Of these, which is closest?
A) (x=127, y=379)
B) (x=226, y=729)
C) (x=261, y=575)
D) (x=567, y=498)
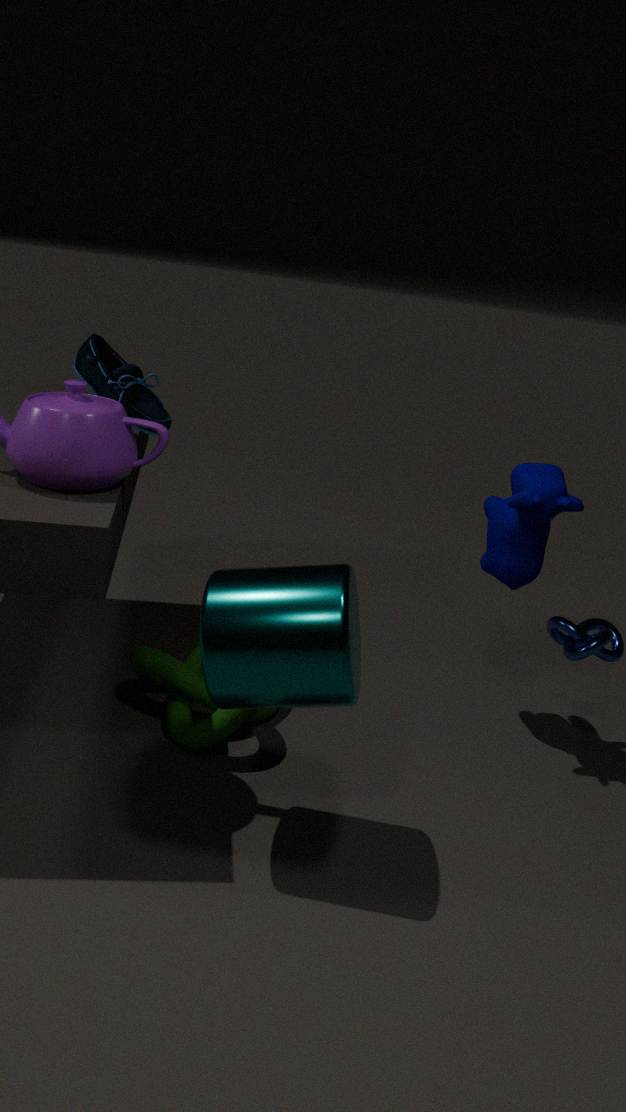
(x=261, y=575)
